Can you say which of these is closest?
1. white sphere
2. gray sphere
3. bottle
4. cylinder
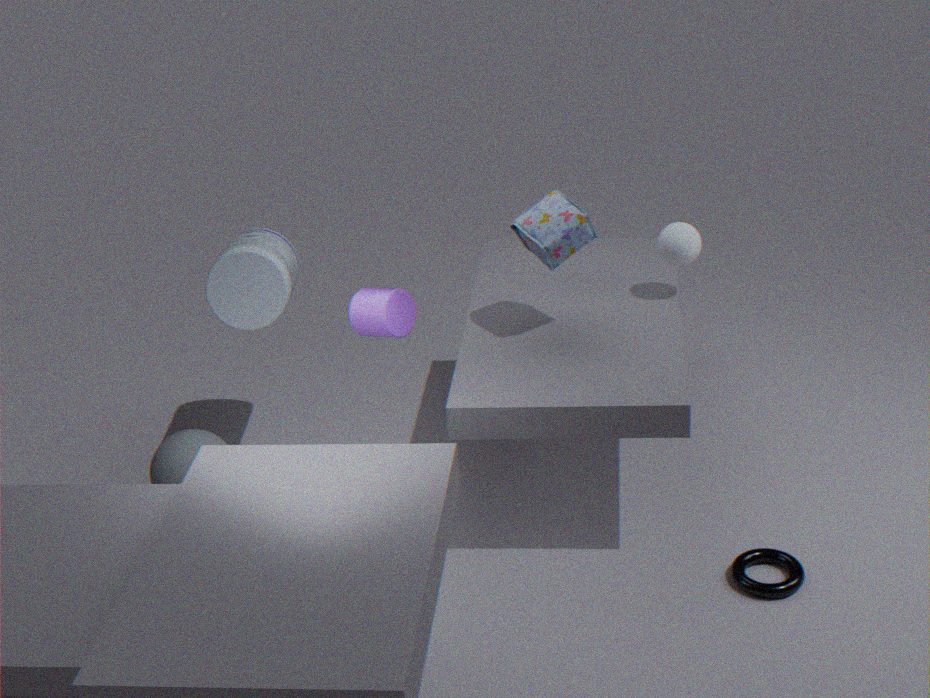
cylinder
